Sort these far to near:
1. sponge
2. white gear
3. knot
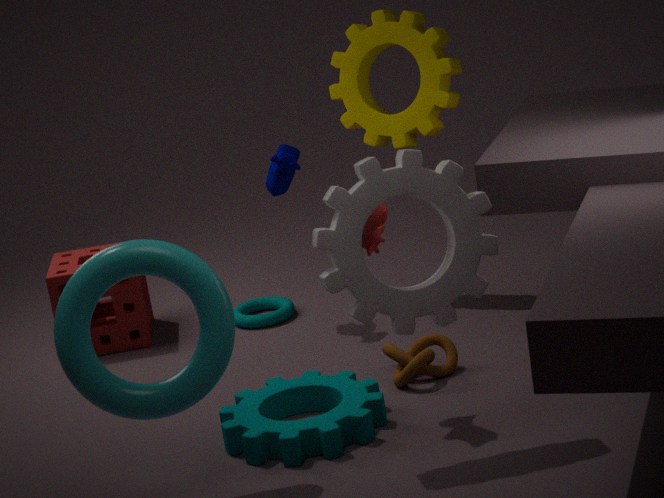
sponge → knot → white gear
